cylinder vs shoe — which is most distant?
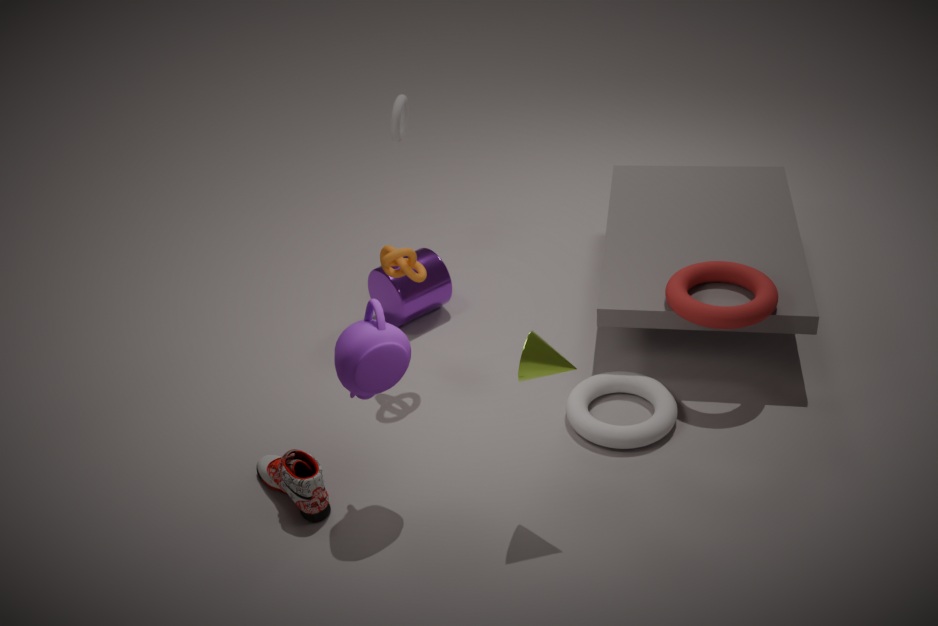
cylinder
